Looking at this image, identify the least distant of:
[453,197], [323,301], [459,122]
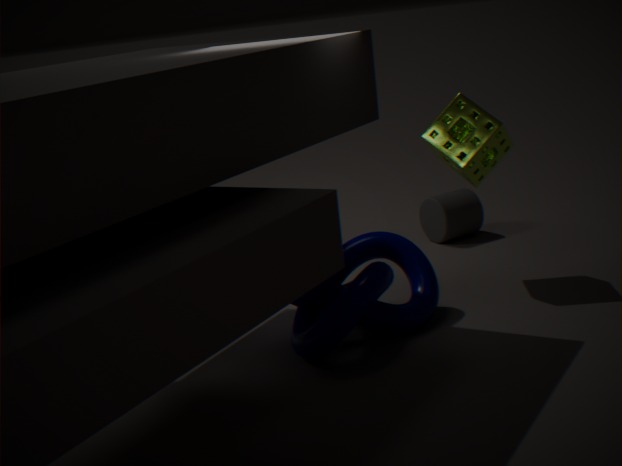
[323,301]
